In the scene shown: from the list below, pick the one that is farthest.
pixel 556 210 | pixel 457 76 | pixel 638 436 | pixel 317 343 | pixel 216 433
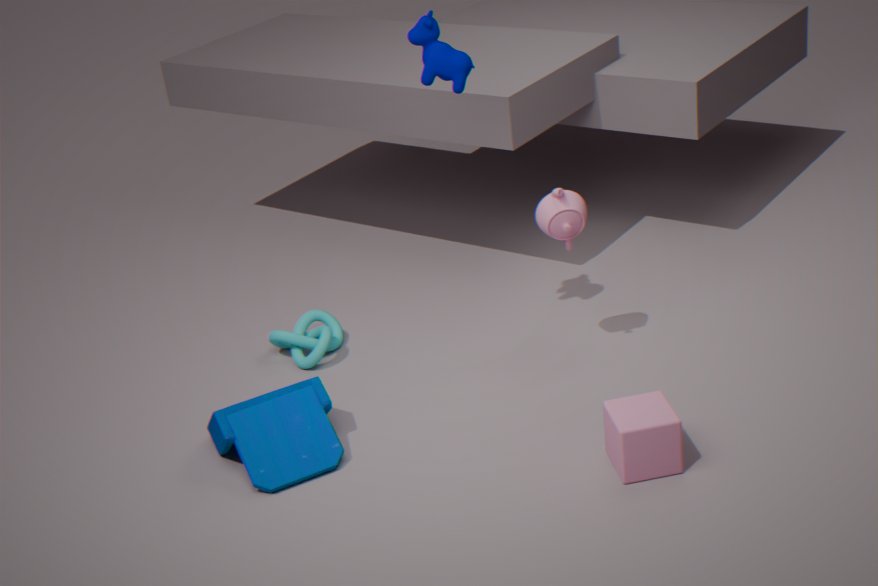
pixel 317 343
